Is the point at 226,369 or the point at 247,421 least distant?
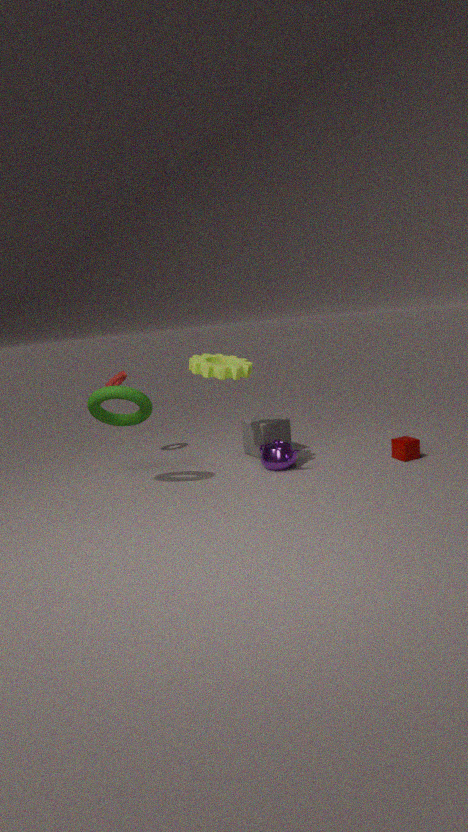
the point at 226,369
